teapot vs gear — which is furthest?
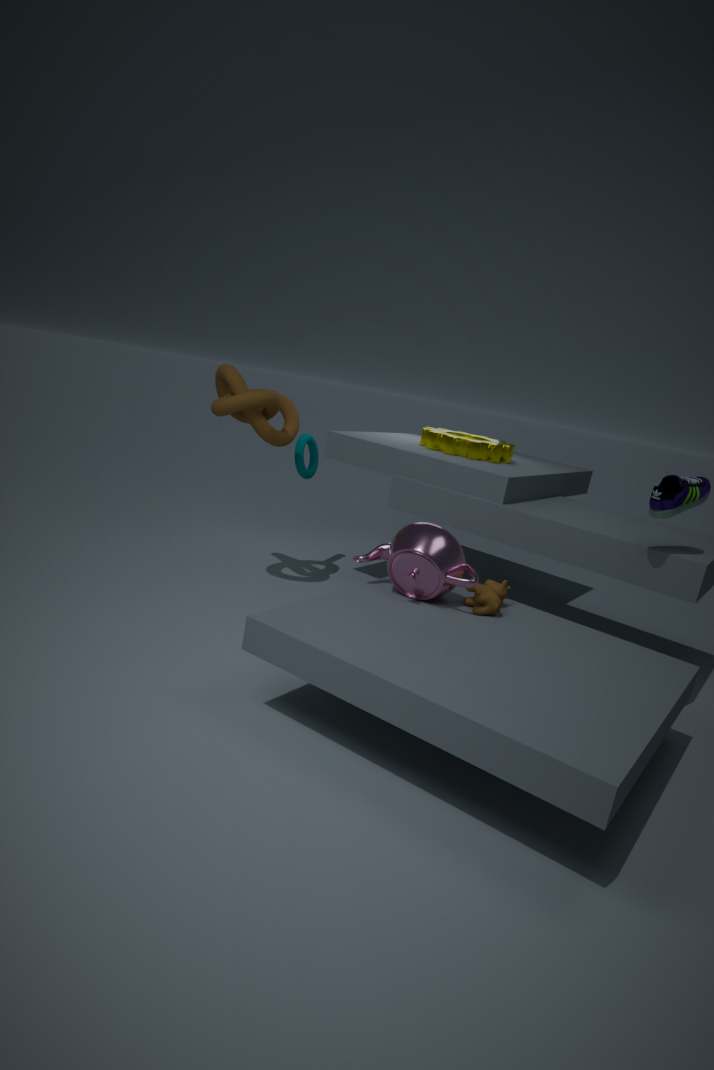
gear
